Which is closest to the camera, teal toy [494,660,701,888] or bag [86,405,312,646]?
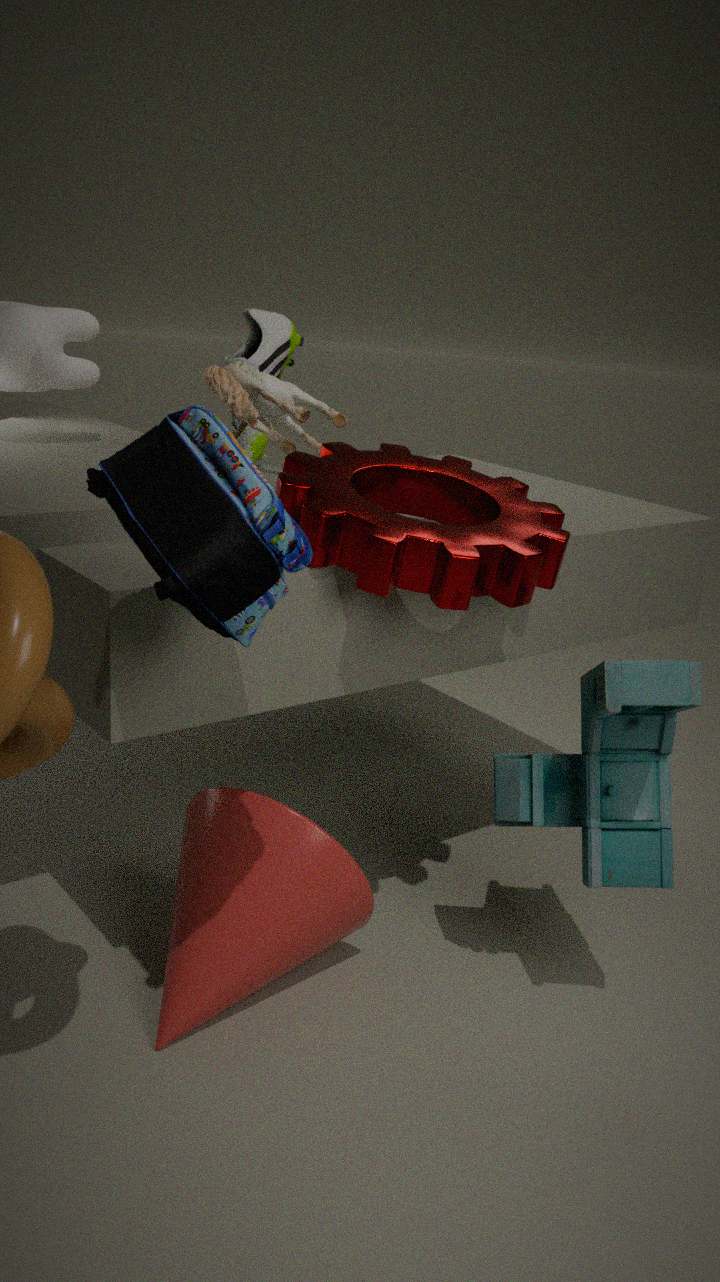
bag [86,405,312,646]
